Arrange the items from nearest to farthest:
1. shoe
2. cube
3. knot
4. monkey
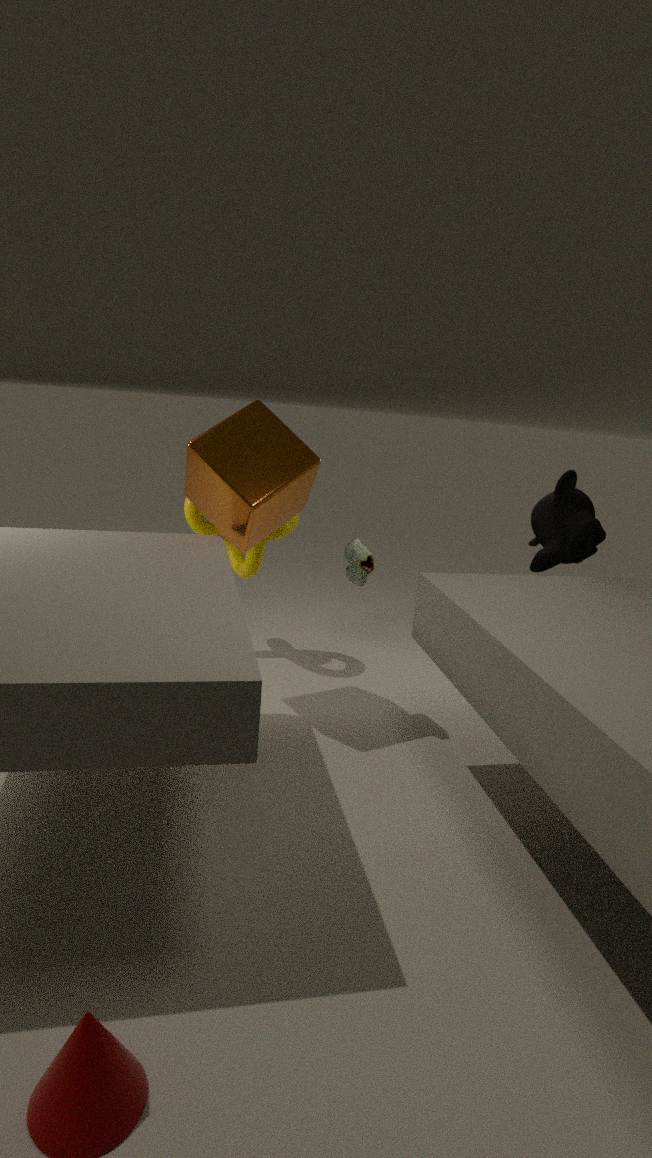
cube < shoe < monkey < knot
